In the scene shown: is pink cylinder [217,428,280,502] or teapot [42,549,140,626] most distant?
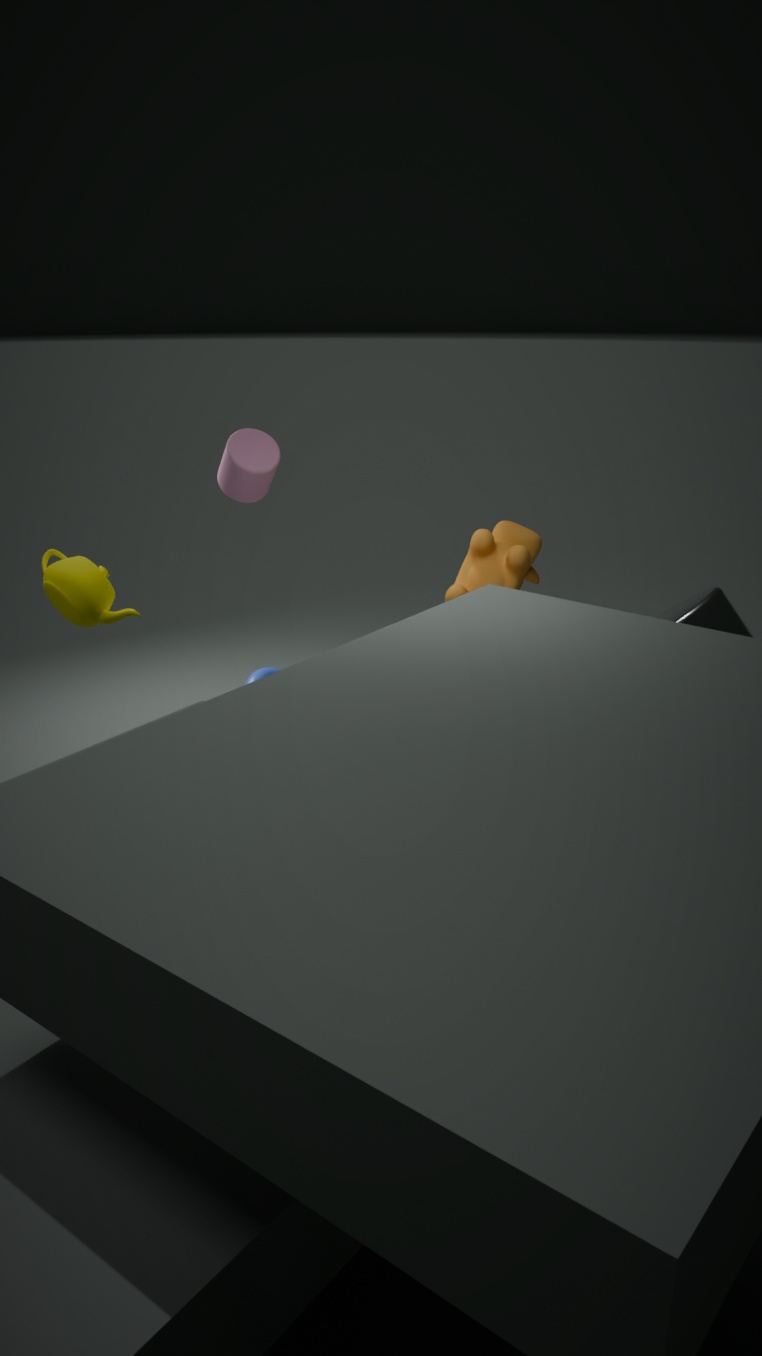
pink cylinder [217,428,280,502]
